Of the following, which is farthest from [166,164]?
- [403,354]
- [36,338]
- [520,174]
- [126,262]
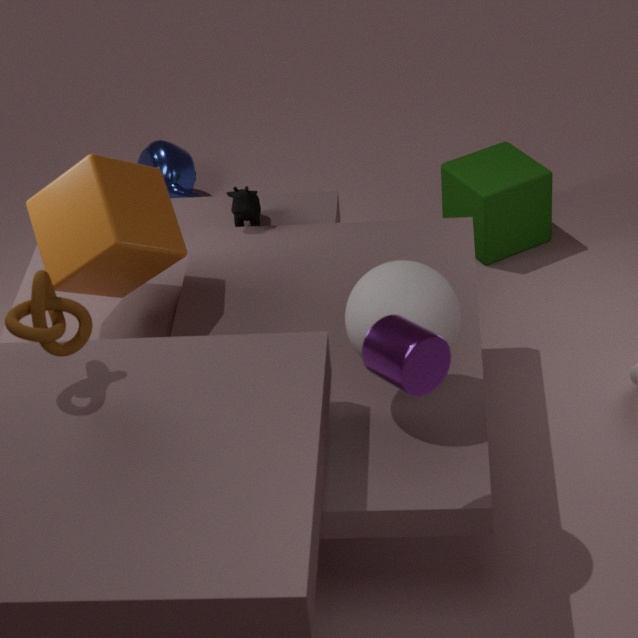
[403,354]
